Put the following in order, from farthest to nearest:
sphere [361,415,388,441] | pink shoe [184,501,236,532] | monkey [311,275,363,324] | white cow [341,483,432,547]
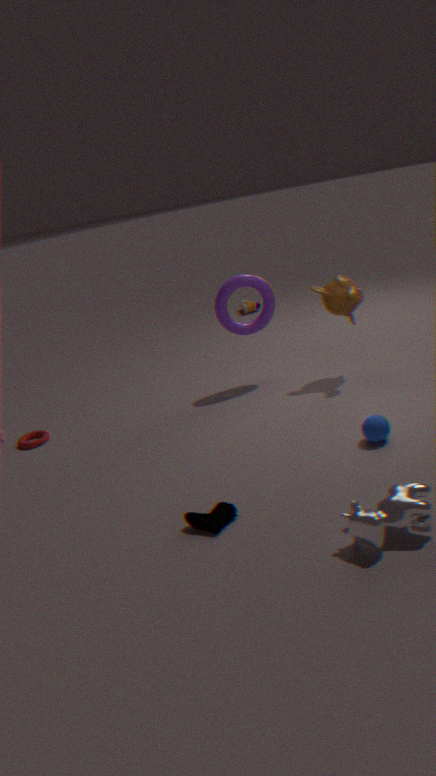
monkey [311,275,363,324]
sphere [361,415,388,441]
pink shoe [184,501,236,532]
white cow [341,483,432,547]
